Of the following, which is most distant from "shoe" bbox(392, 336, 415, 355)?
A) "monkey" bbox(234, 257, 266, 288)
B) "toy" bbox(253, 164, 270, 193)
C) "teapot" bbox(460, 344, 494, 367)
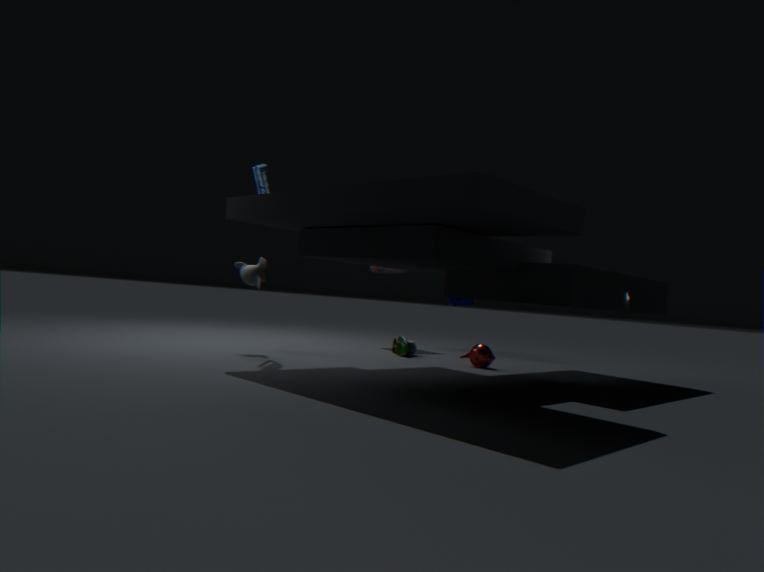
"toy" bbox(253, 164, 270, 193)
